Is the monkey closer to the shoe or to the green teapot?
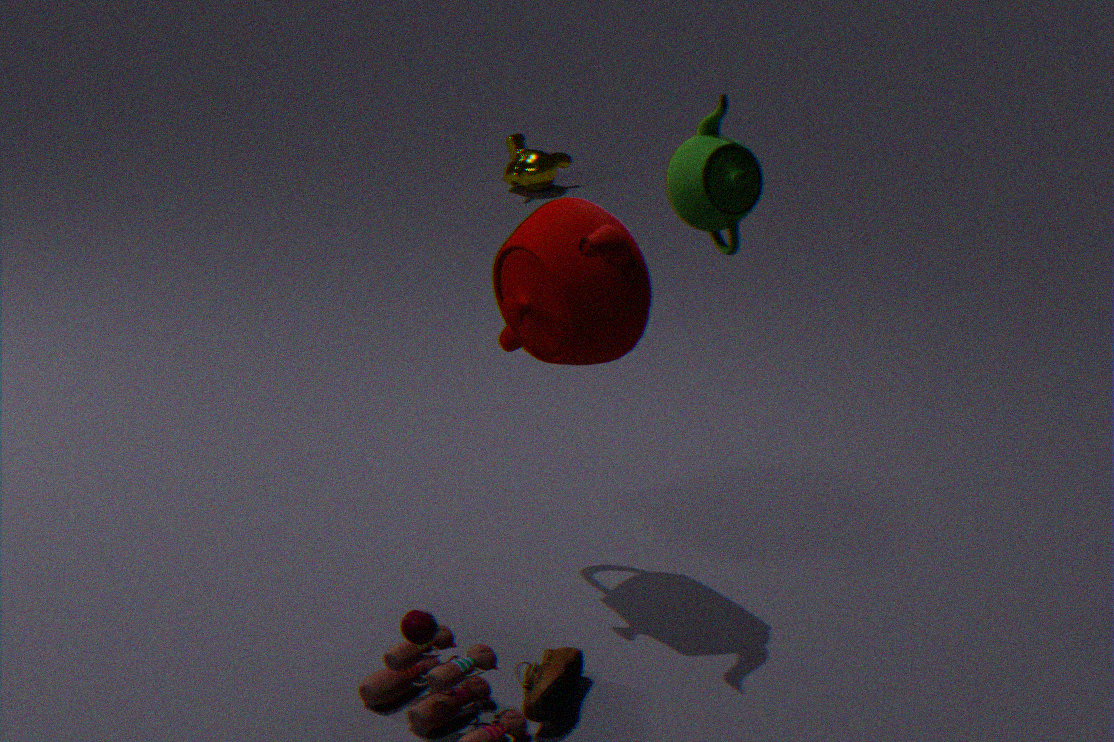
the shoe
